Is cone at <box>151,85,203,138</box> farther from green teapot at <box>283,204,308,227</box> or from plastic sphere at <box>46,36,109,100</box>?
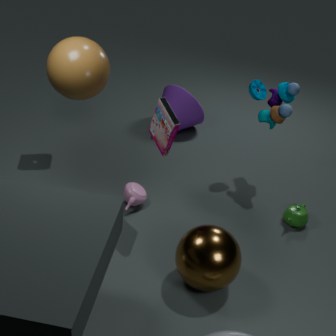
green teapot at <box>283,204,308,227</box>
